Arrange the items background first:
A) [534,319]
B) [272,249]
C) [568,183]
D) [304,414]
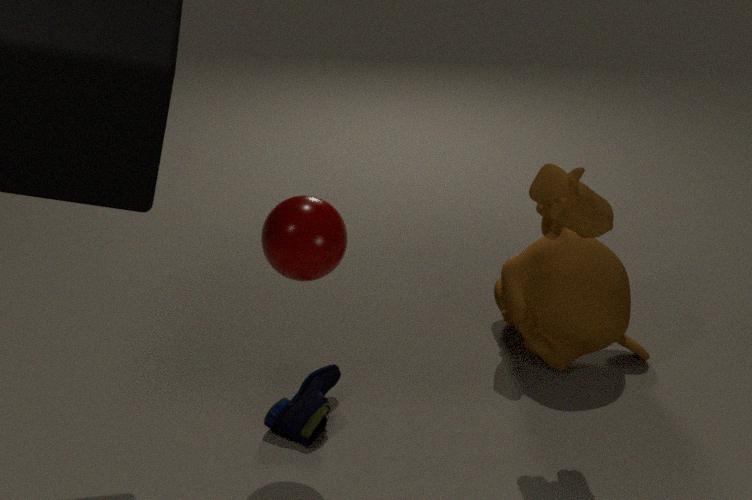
1. [534,319]
2. [304,414]
3. [272,249]
4. [568,183]
